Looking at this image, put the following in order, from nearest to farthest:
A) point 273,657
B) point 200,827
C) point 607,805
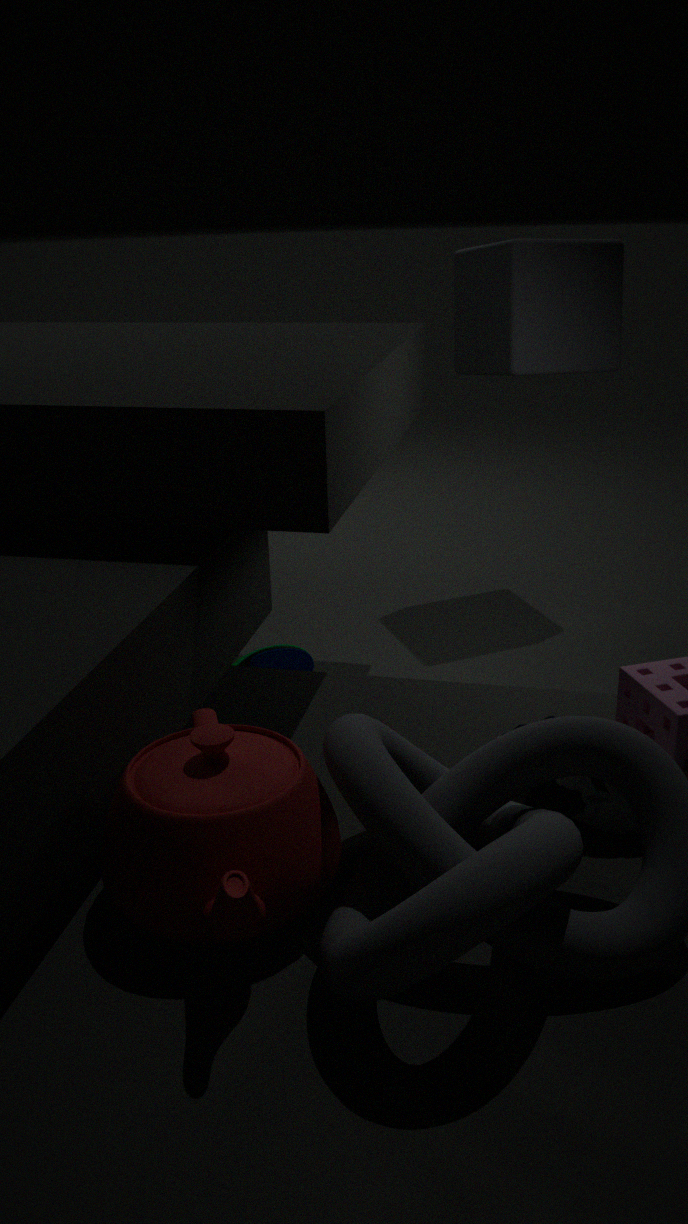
1. point 200,827
2. point 607,805
3. point 273,657
